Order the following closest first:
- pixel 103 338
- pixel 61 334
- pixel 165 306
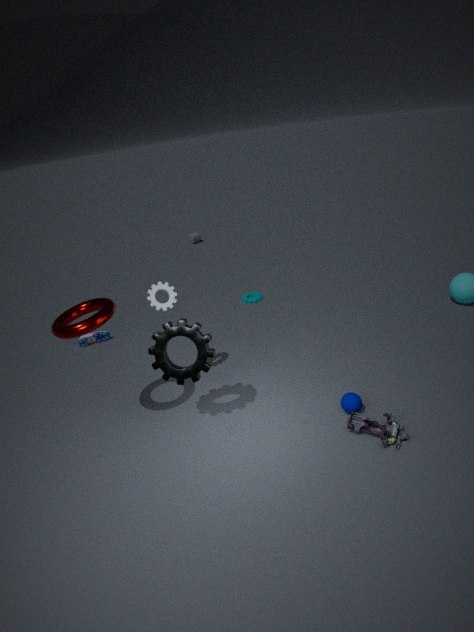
pixel 61 334
pixel 165 306
pixel 103 338
